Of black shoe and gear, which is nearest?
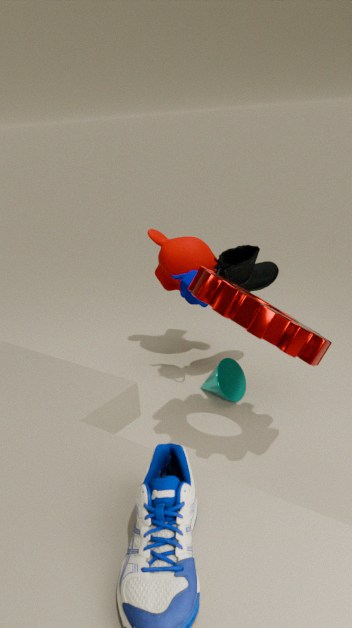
gear
